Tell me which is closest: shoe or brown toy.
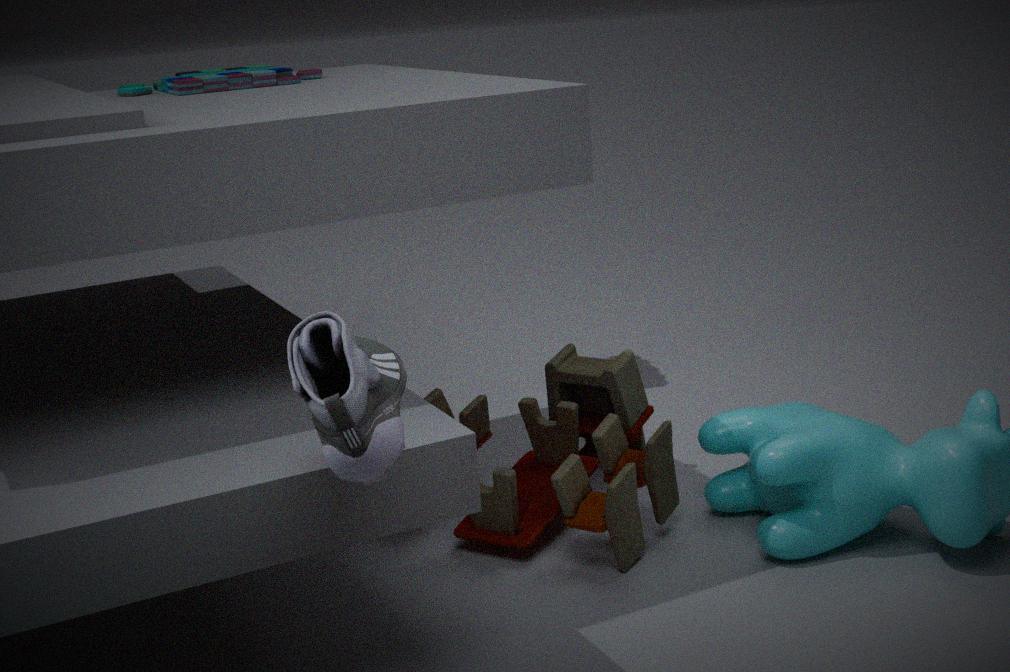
shoe
